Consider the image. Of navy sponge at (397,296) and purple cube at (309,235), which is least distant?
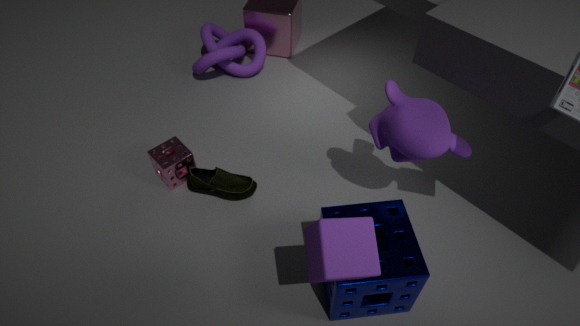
purple cube at (309,235)
